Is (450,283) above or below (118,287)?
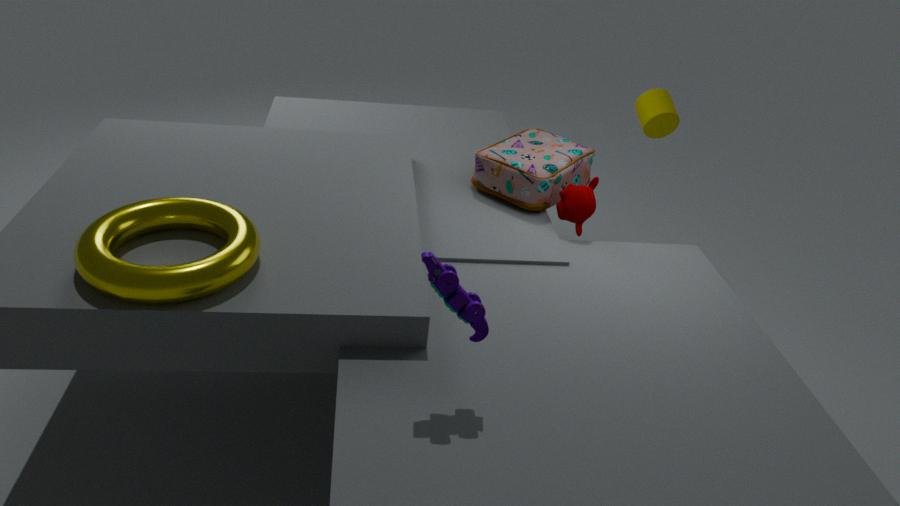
above
